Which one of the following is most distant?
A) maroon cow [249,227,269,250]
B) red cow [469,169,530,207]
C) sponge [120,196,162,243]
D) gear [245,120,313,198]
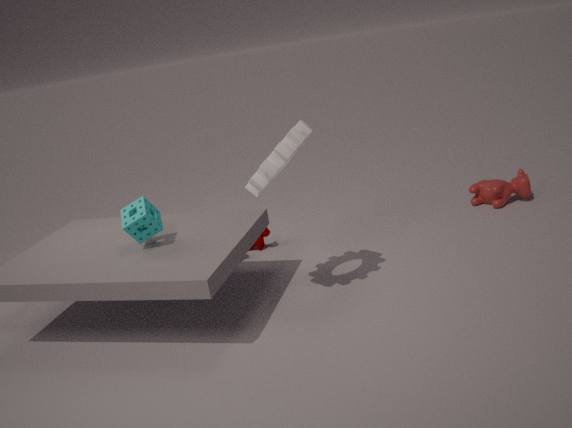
red cow [469,169,530,207]
